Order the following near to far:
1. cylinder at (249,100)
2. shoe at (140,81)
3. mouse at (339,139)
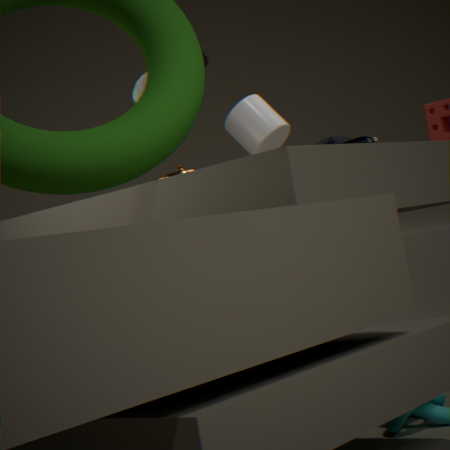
shoe at (140,81) → mouse at (339,139) → cylinder at (249,100)
